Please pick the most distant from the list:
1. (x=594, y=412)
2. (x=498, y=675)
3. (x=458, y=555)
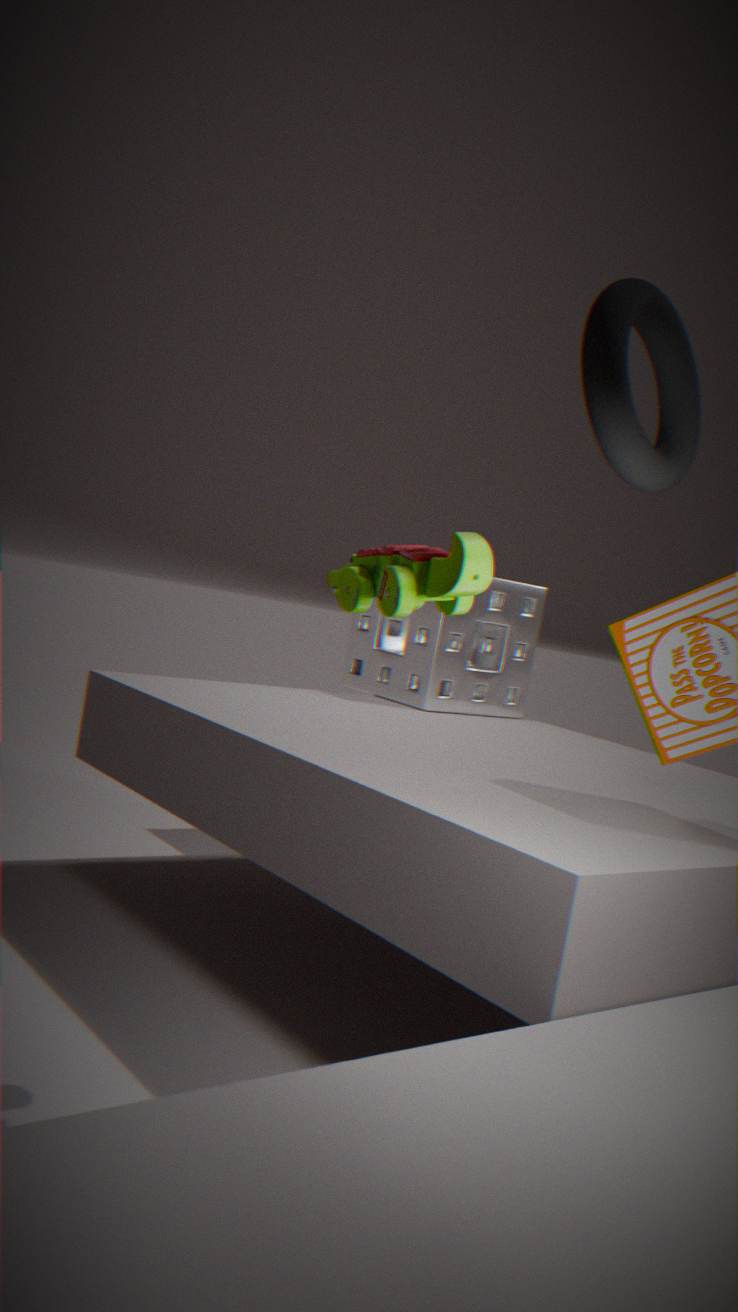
(x=498, y=675)
